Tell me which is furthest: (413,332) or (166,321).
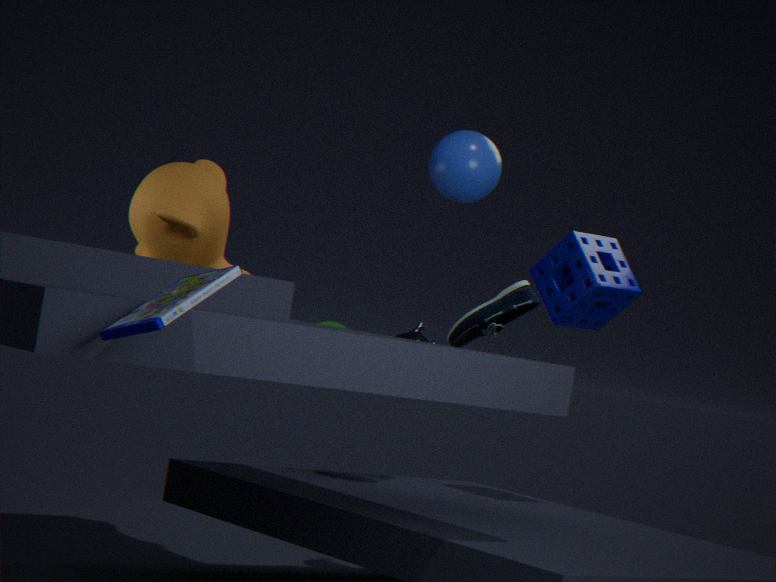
(413,332)
